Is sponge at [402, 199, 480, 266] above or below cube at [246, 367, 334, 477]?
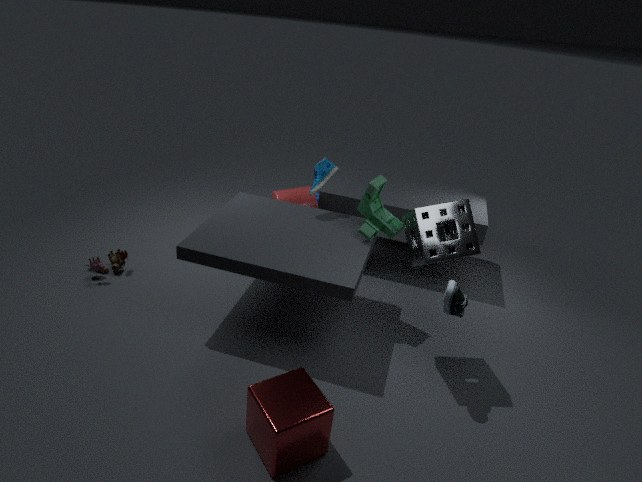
above
